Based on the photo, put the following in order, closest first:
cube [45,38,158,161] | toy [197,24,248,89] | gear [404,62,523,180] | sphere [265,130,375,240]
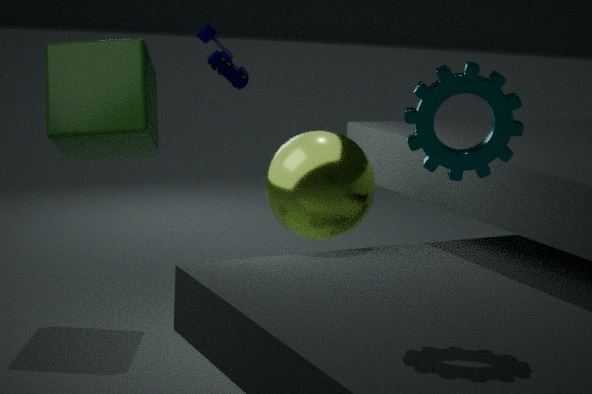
1. gear [404,62,523,180]
2. sphere [265,130,375,240]
3. cube [45,38,158,161]
4. toy [197,24,248,89]
